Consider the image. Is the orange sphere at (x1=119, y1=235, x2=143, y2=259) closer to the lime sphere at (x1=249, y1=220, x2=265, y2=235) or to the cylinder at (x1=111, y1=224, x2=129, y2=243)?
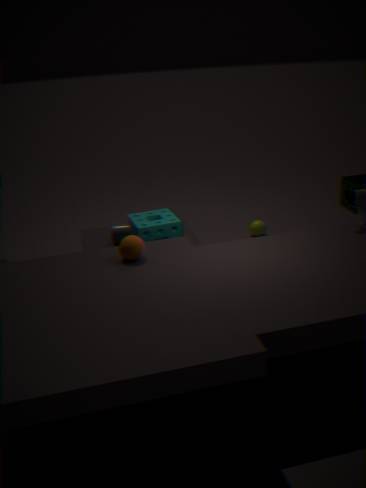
Answer: the cylinder at (x1=111, y1=224, x2=129, y2=243)
